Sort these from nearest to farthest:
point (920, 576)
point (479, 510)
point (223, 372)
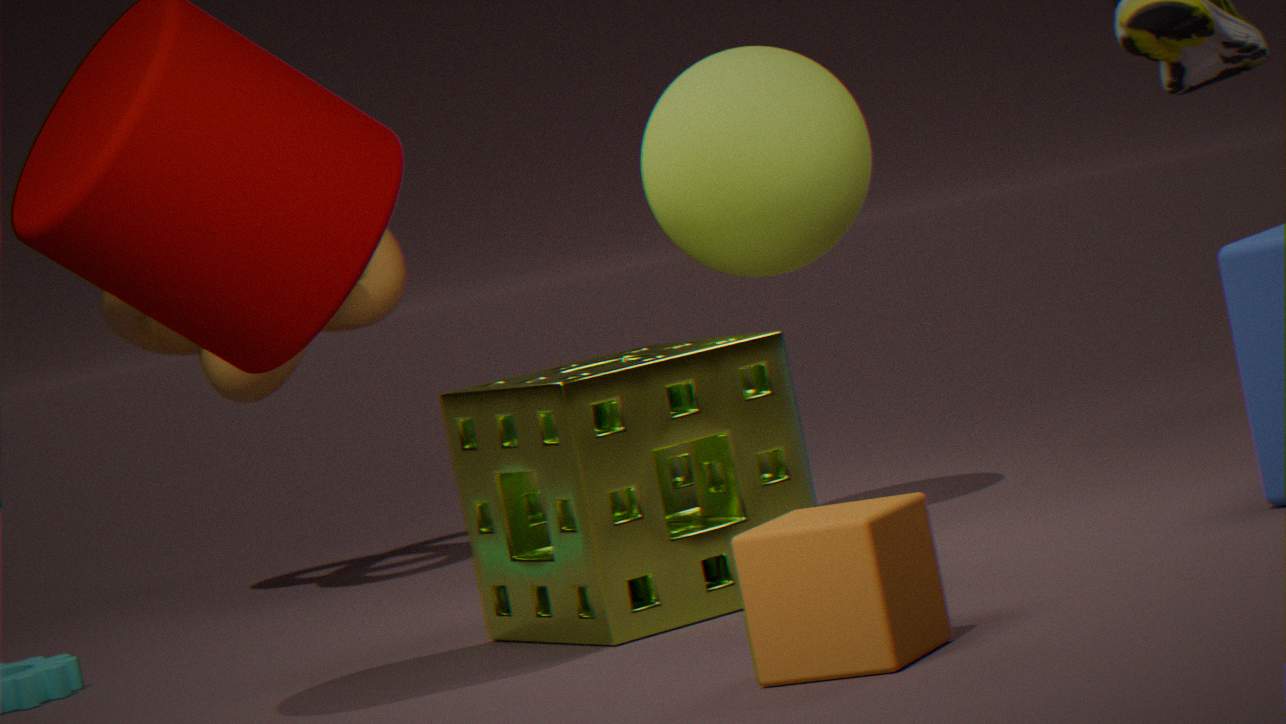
point (920, 576) < point (479, 510) < point (223, 372)
